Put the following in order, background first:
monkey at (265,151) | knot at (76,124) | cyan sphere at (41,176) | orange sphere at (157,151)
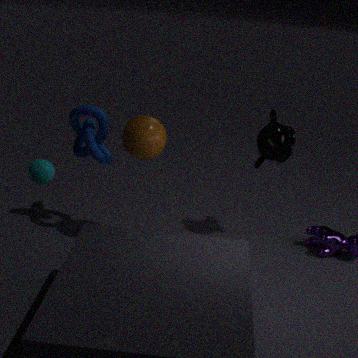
monkey at (265,151), knot at (76,124), orange sphere at (157,151), cyan sphere at (41,176)
